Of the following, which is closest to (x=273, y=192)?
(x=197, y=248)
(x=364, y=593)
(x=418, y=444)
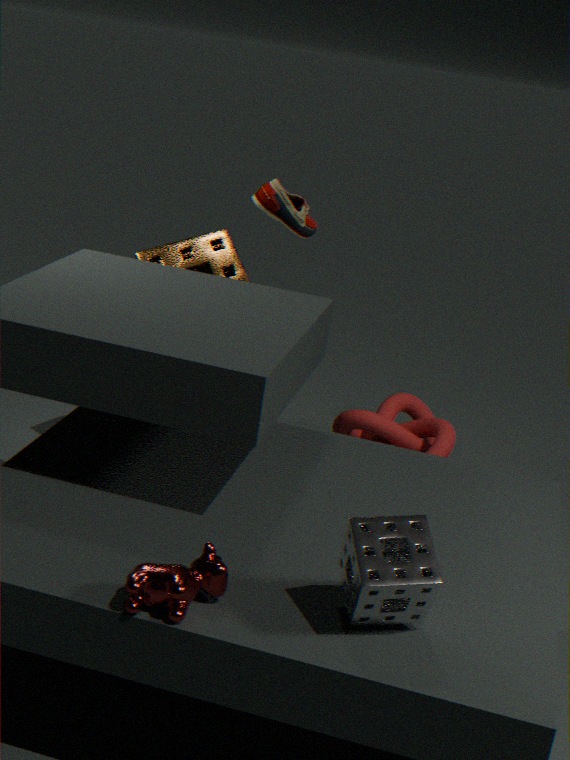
(x=197, y=248)
